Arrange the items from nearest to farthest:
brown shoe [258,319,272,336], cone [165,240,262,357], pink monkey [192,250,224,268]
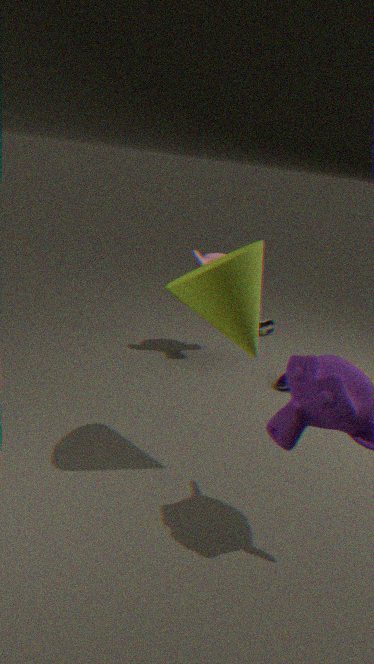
cone [165,240,262,357]
pink monkey [192,250,224,268]
brown shoe [258,319,272,336]
